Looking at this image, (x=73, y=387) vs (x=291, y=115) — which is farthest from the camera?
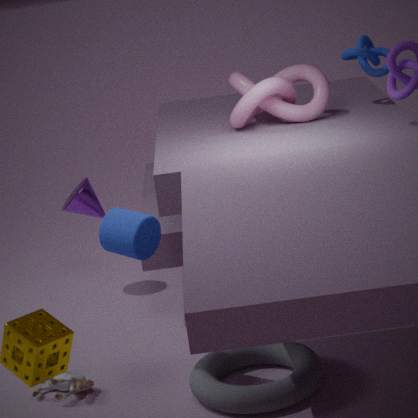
(x=291, y=115)
